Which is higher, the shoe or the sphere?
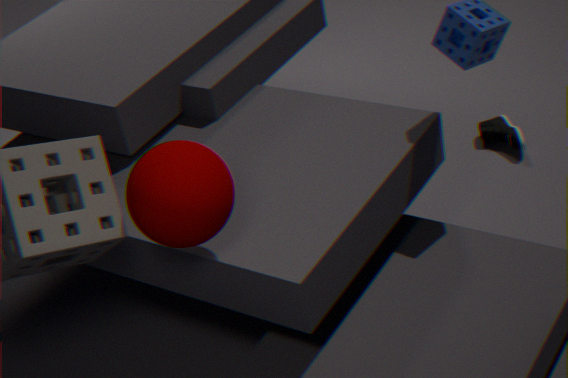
the sphere
